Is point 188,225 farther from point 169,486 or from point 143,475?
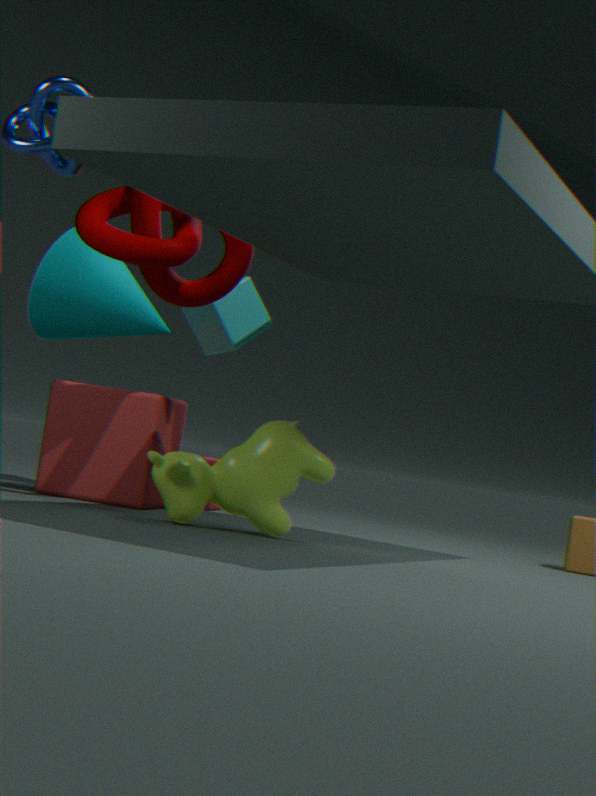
point 169,486
